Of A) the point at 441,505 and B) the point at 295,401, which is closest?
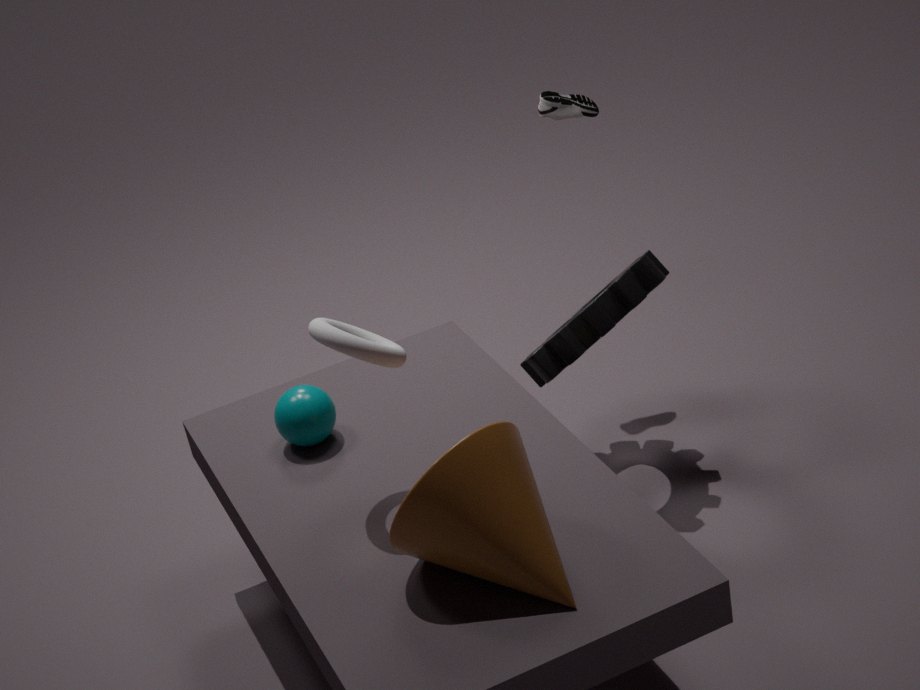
A. the point at 441,505
